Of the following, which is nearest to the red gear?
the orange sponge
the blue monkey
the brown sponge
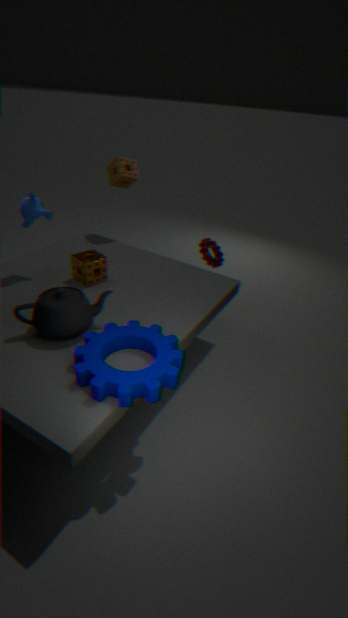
the brown sponge
